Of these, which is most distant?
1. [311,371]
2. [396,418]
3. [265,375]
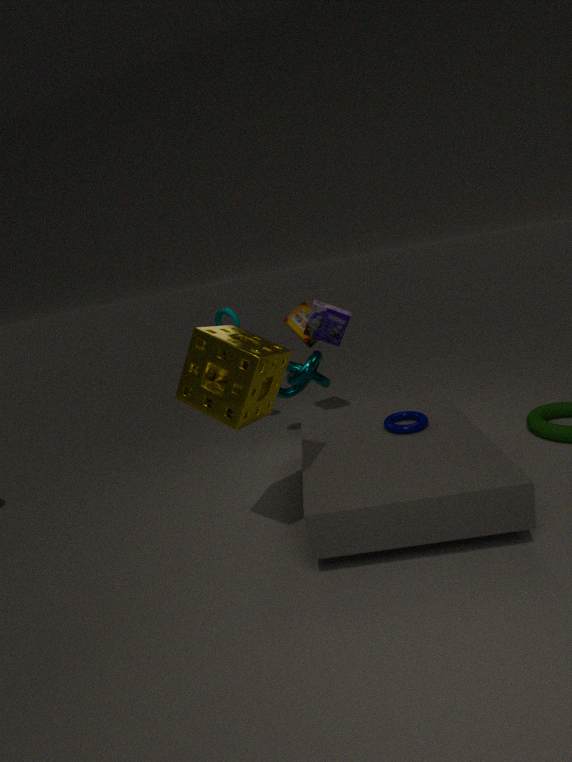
[311,371]
